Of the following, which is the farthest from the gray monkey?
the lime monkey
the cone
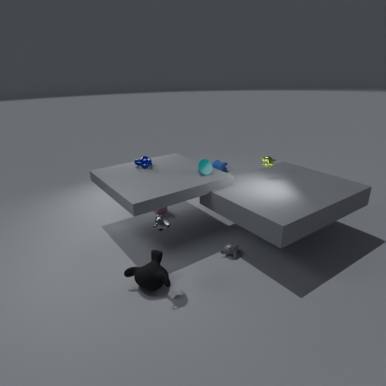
the lime monkey
